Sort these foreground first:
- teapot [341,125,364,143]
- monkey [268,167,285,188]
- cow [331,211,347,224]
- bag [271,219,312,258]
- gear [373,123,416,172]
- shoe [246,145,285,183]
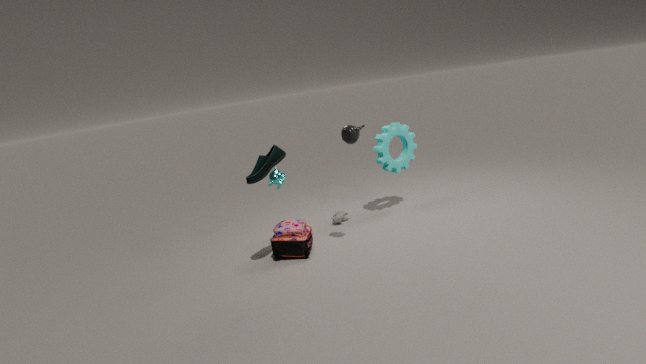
shoe [246,145,285,183], teapot [341,125,364,143], bag [271,219,312,258], monkey [268,167,285,188], gear [373,123,416,172], cow [331,211,347,224]
